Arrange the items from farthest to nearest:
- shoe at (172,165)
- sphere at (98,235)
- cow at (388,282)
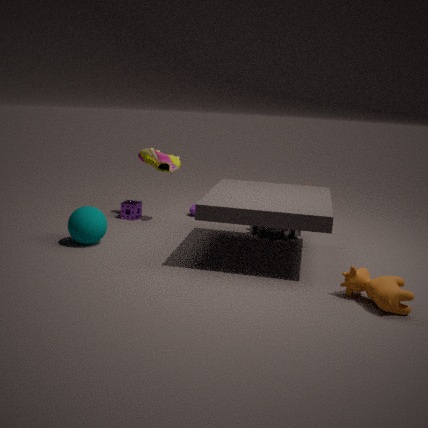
shoe at (172,165) < sphere at (98,235) < cow at (388,282)
